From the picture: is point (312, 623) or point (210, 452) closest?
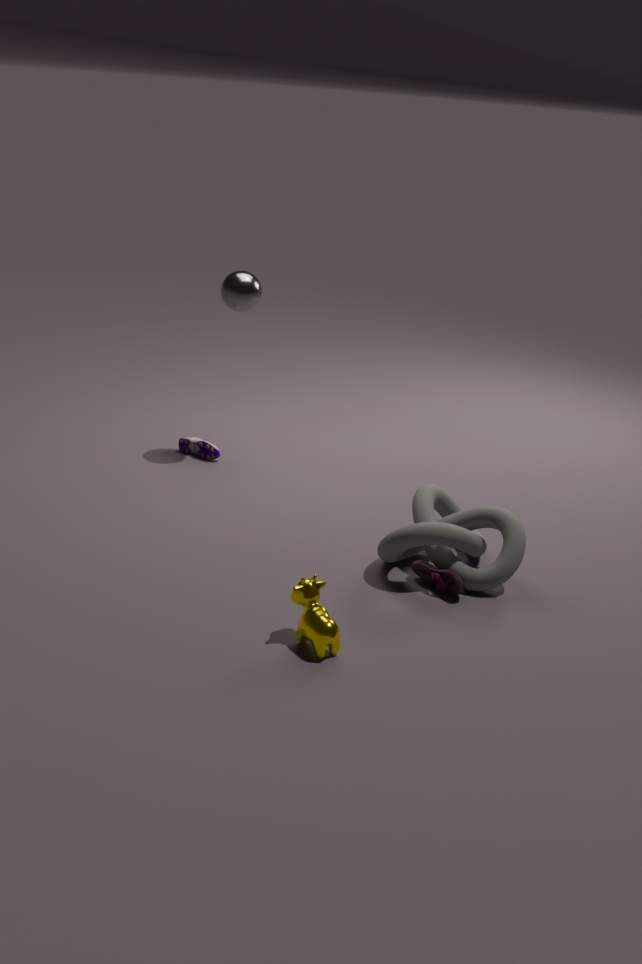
point (312, 623)
